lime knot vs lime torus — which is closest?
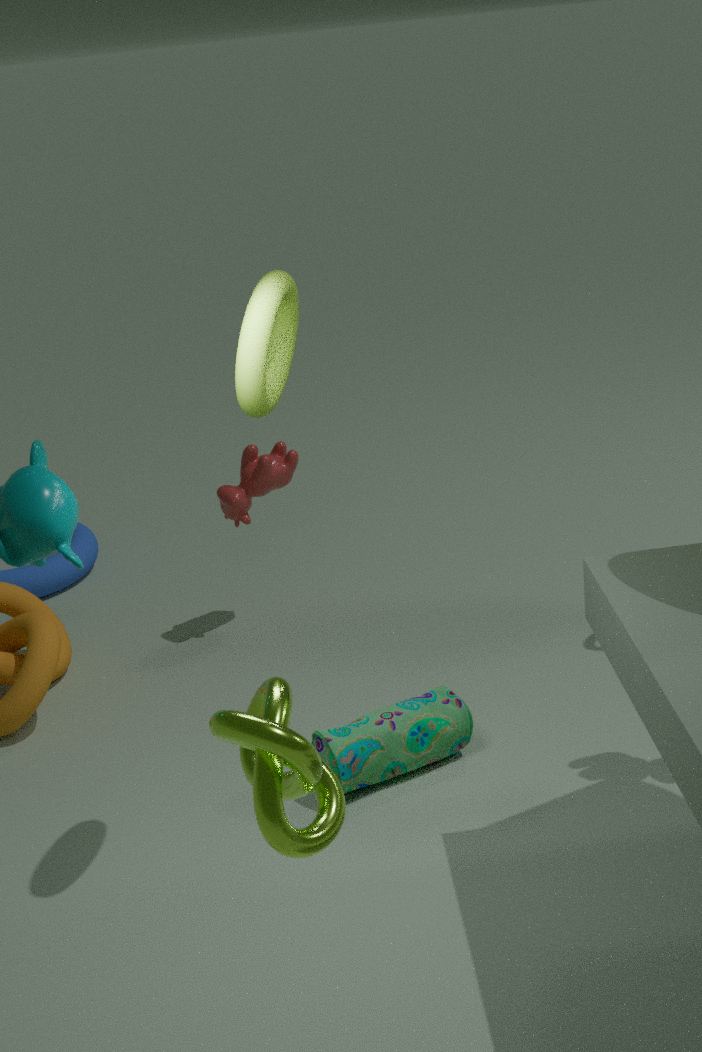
lime knot
